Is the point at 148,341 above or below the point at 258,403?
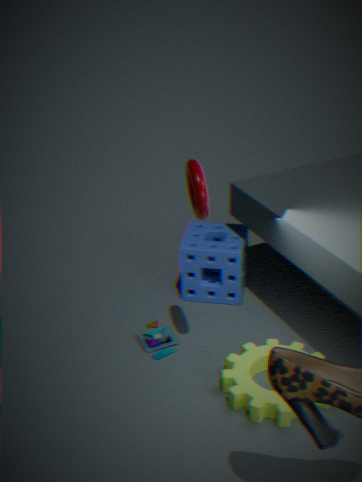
below
